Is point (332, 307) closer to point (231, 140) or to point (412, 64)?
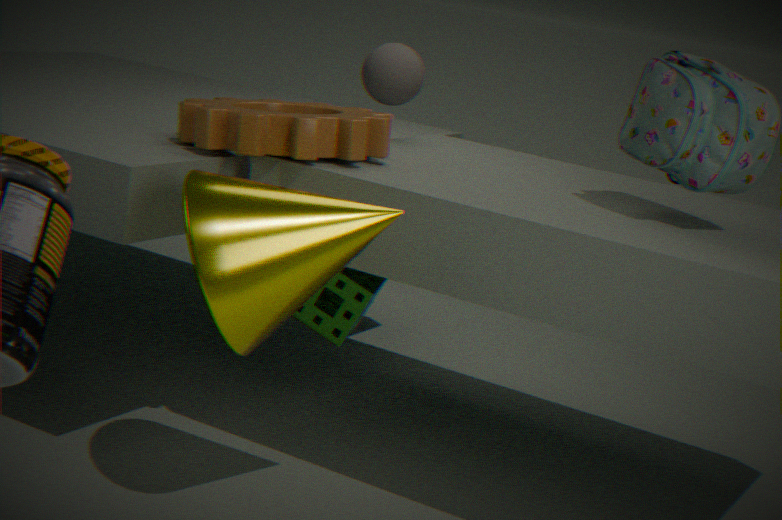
point (231, 140)
